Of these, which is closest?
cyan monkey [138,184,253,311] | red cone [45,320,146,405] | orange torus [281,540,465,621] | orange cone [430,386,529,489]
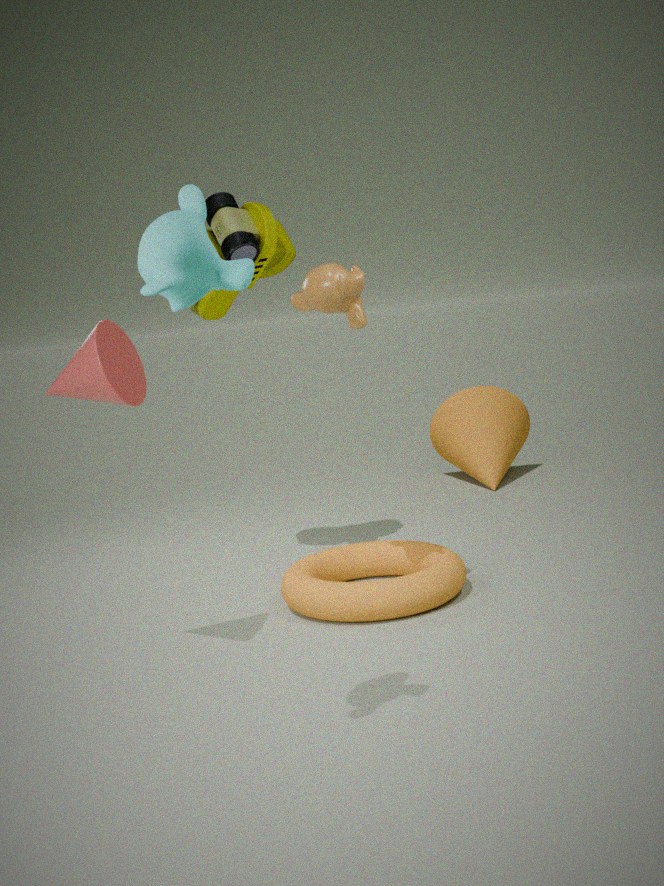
cyan monkey [138,184,253,311]
